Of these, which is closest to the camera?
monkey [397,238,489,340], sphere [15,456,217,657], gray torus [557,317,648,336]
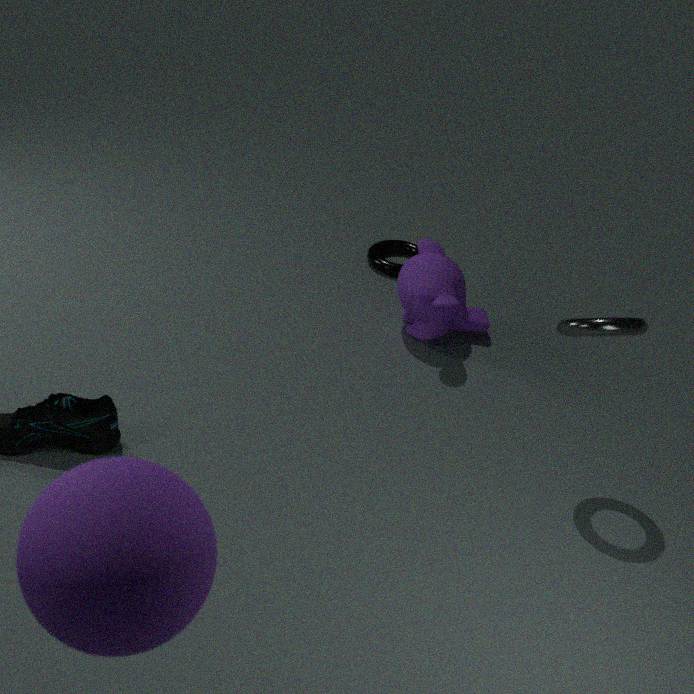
sphere [15,456,217,657]
